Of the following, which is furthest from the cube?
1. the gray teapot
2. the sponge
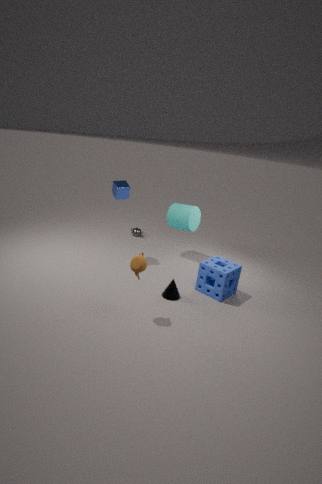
the sponge
